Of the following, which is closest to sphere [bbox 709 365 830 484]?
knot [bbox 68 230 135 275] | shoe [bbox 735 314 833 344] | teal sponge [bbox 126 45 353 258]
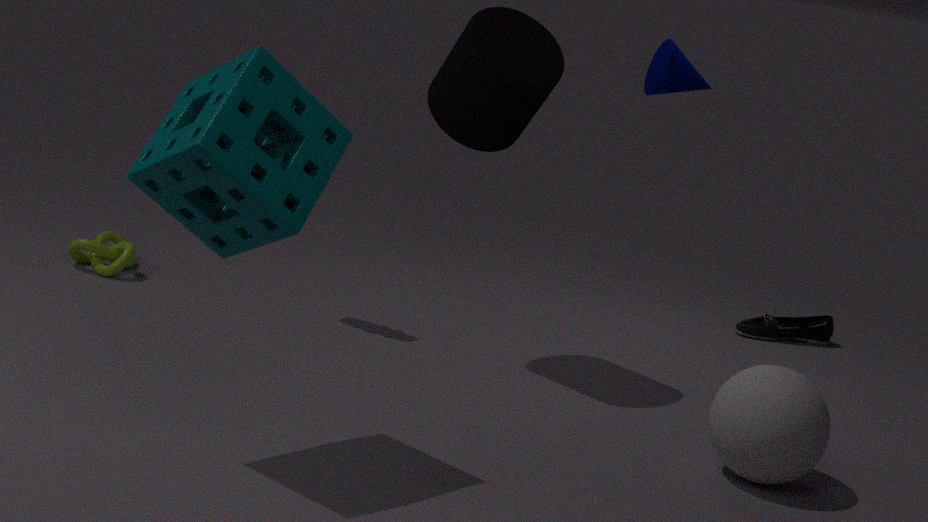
shoe [bbox 735 314 833 344]
